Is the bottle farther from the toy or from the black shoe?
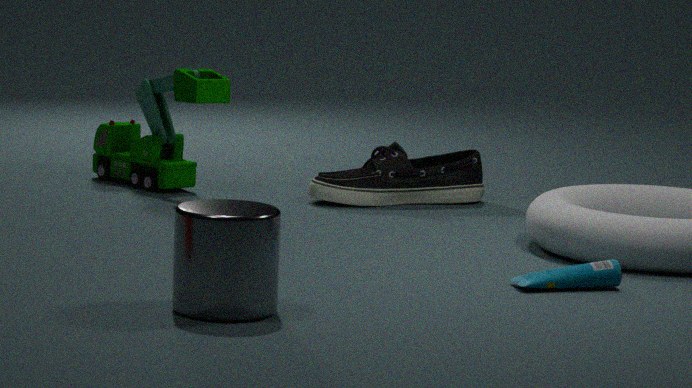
the toy
